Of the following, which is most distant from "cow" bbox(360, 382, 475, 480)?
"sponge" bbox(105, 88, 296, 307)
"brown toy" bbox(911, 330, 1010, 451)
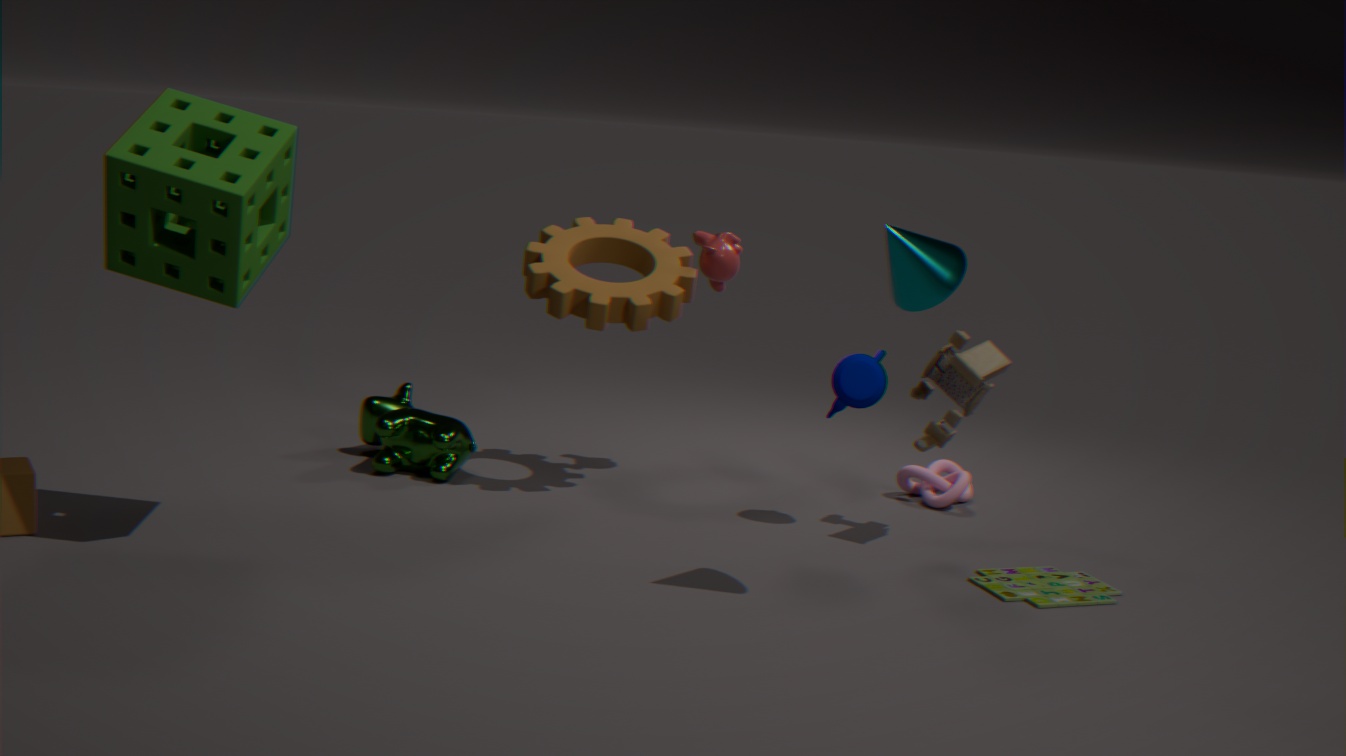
"brown toy" bbox(911, 330, 1010, 451)
